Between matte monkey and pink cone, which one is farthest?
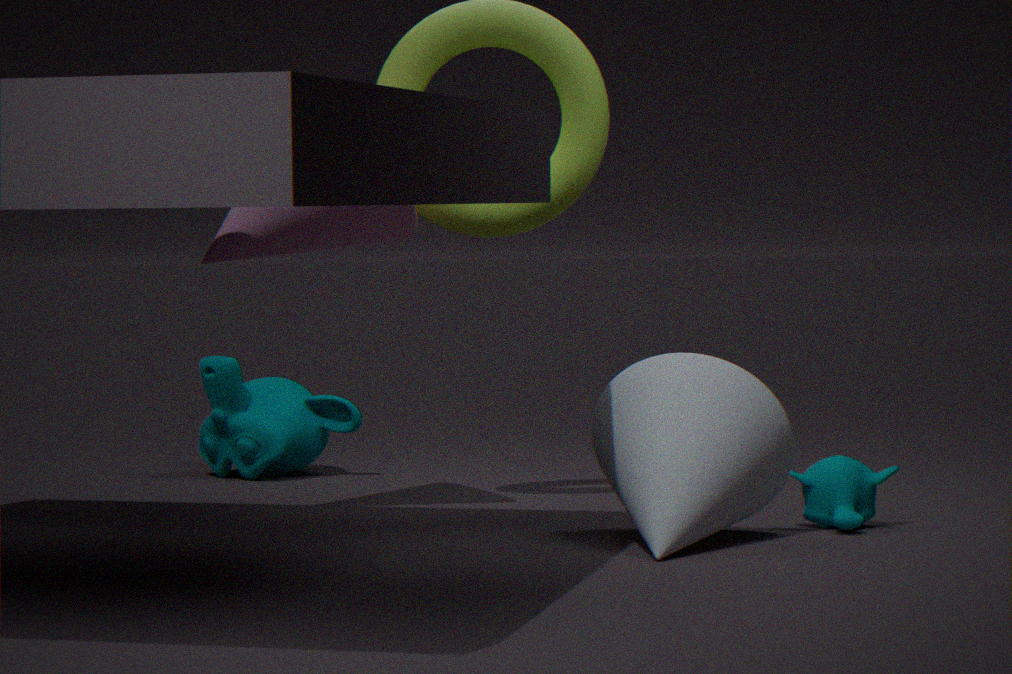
matte monkey
